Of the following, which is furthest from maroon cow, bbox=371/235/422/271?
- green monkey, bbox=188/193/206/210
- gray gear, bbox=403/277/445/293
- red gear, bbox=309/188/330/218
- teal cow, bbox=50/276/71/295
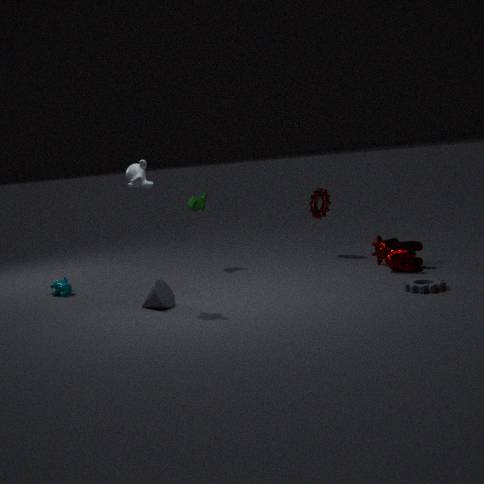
teal cow, bbox=50/276/71/295
